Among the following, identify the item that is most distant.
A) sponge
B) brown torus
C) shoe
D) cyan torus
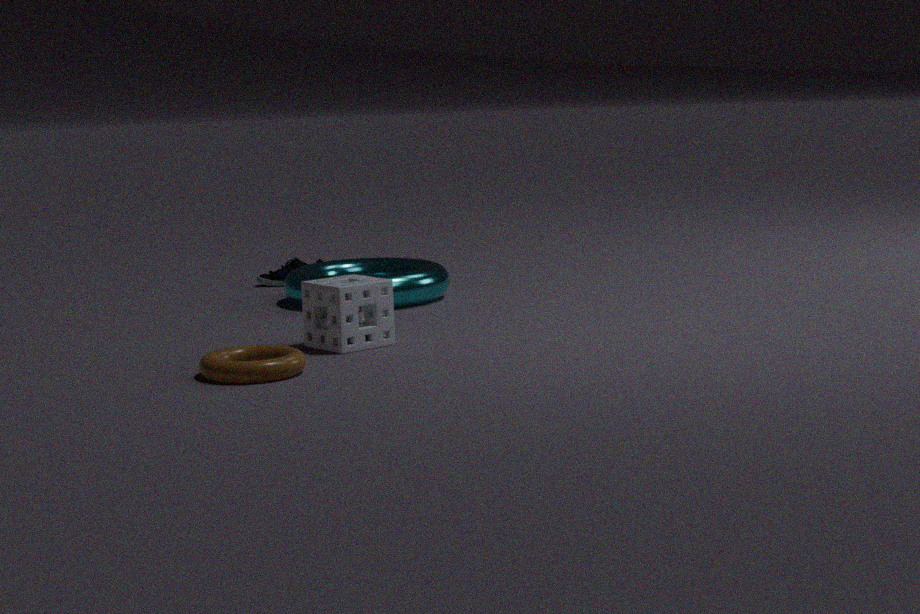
shoe
